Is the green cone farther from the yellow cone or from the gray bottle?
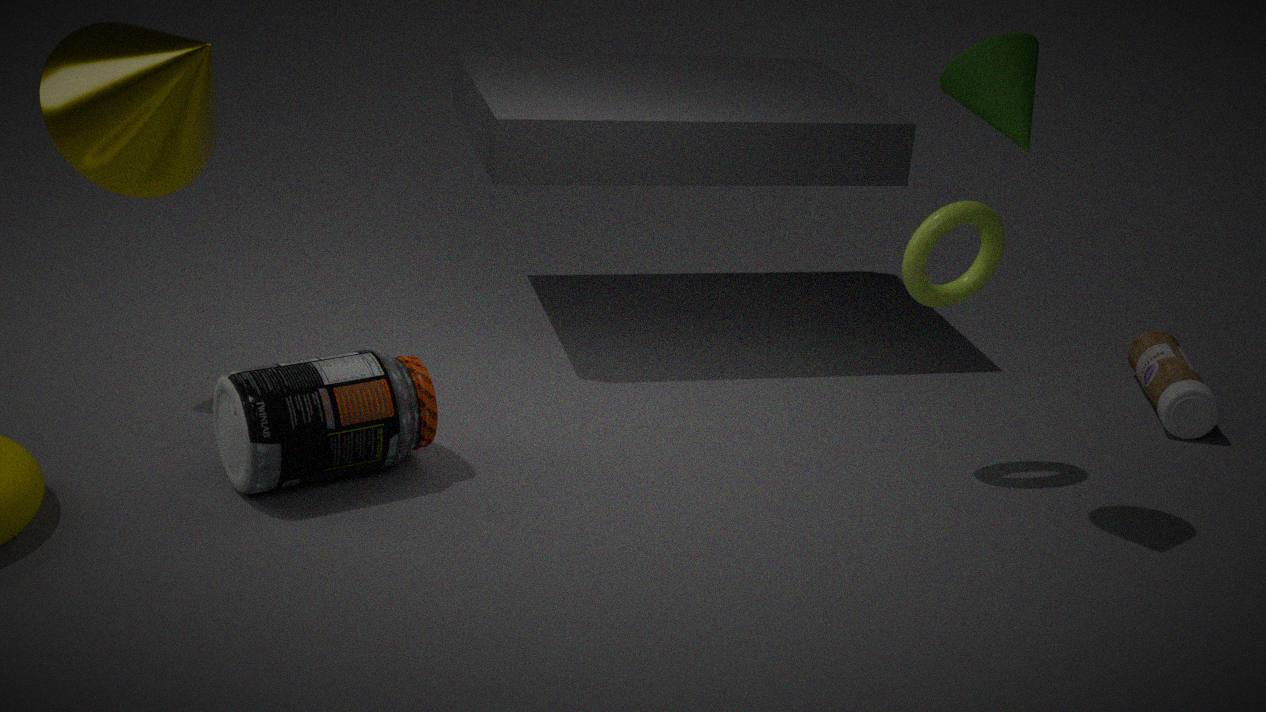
the yellow cone
